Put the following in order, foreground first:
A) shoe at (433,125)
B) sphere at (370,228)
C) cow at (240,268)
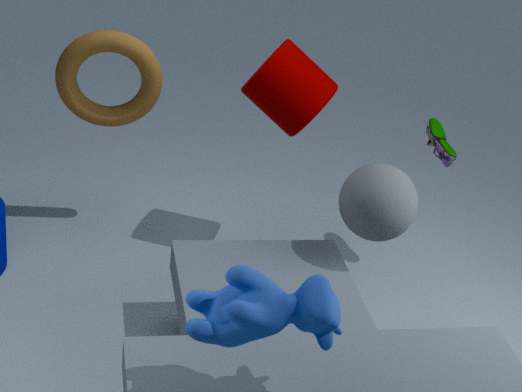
cow at (240,268)
sphere at (370,228)
shoe at (433,125)
